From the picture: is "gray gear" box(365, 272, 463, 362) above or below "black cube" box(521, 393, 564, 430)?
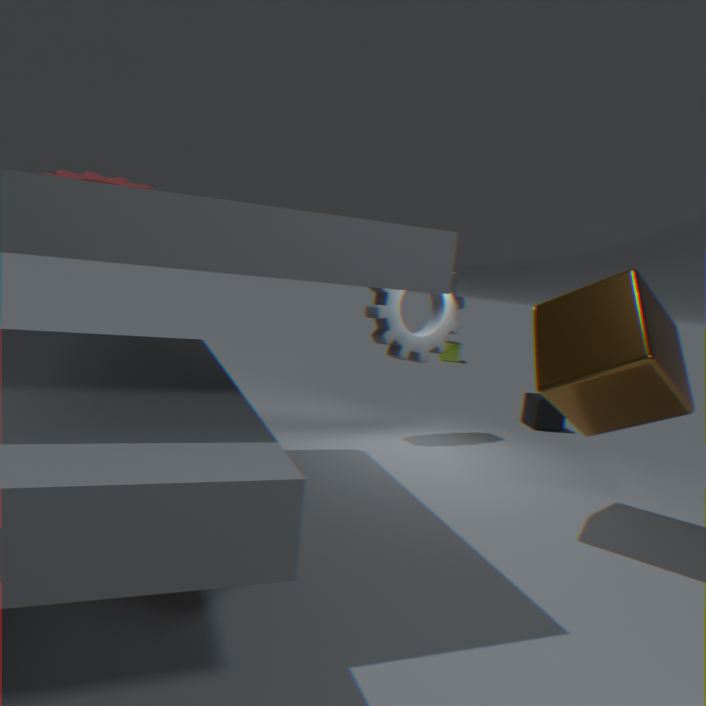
above
